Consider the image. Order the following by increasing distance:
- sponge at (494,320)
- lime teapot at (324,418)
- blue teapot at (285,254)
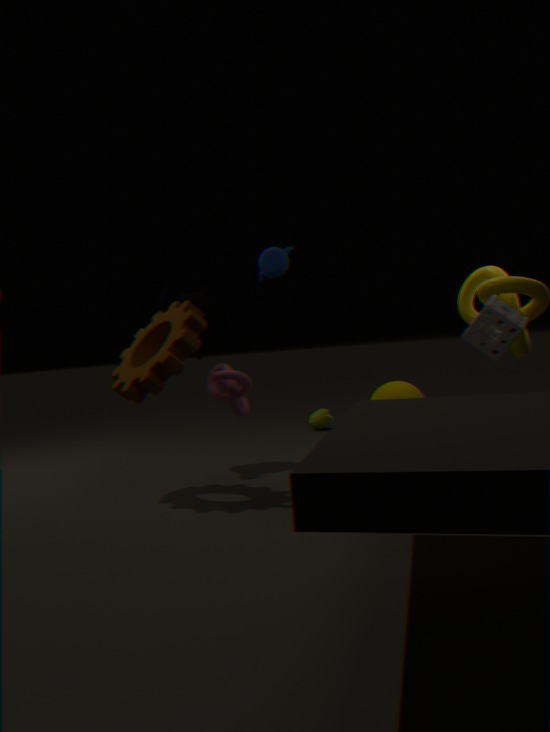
sponge at (494,320)
blue teapot at (285,254)
lime teapot at (324,418)
